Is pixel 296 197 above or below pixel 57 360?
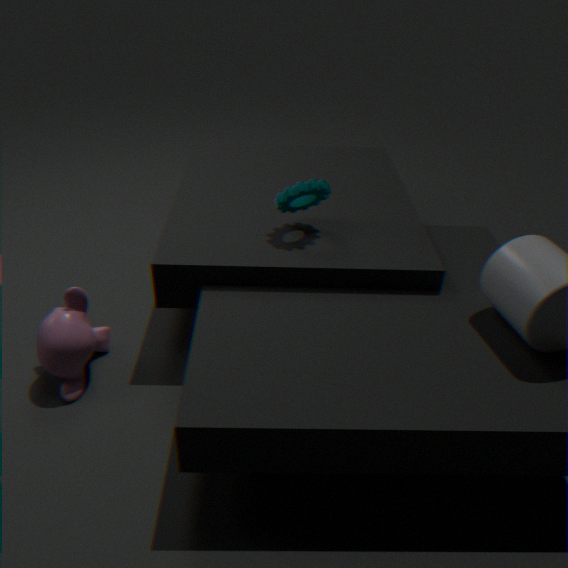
above
